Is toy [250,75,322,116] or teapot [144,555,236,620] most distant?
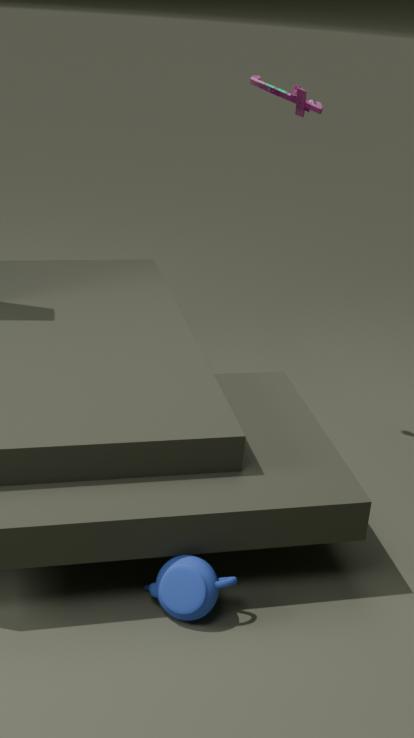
toy [250,75,322,116]
